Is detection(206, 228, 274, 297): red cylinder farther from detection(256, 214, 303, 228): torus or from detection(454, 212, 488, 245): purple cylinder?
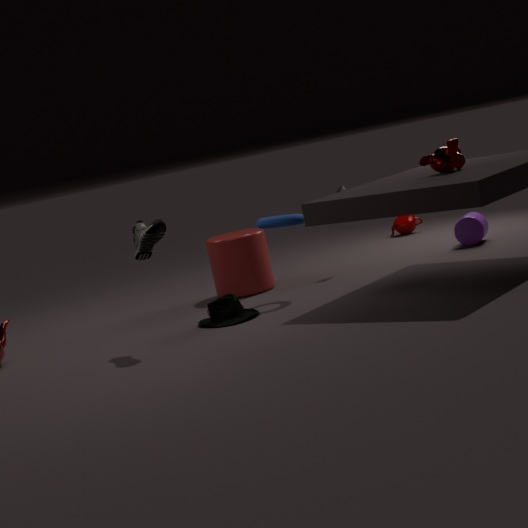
detection(454, 212, 488, 245): purple cylinder
